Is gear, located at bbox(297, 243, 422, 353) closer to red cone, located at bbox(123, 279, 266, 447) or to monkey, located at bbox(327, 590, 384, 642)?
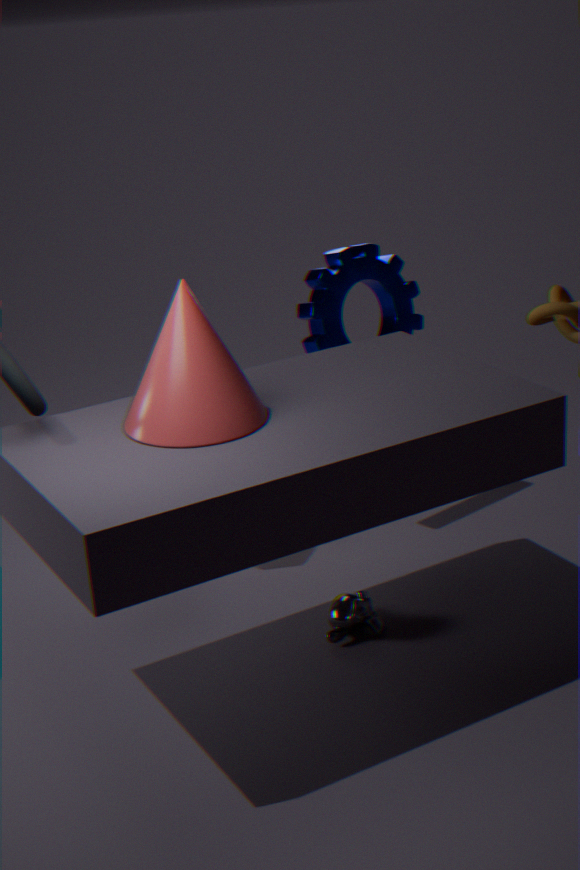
red cone, located at bbox(123, 279, 266, 447)
